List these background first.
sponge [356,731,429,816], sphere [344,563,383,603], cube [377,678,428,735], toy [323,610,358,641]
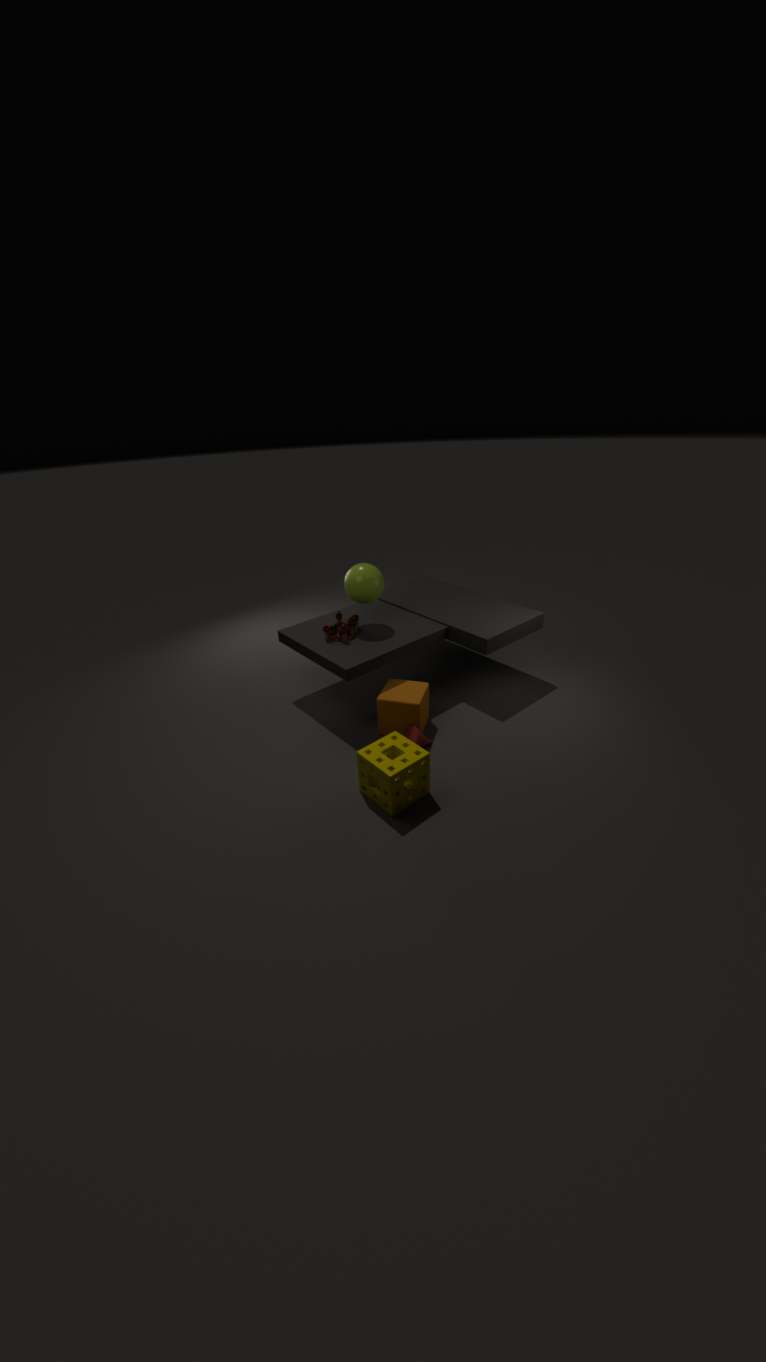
1. toy [323,610,358,641]
2. sphere [344,563,383,603]
3. cube [377,678,428,735]
4. sponge [356,731,429,816]
